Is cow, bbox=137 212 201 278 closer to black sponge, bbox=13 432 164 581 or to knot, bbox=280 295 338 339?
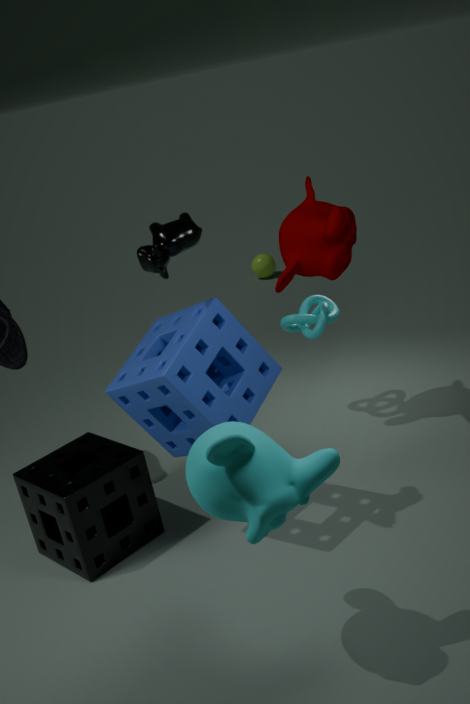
black sponge, bbox=13 432 164 581
